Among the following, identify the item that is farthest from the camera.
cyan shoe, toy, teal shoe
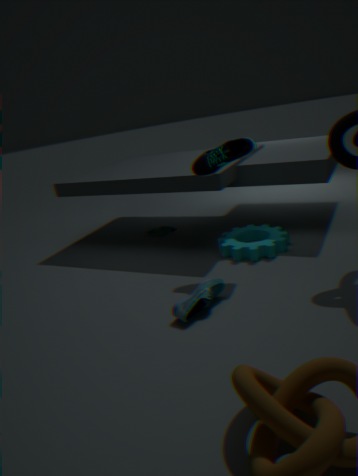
toy
